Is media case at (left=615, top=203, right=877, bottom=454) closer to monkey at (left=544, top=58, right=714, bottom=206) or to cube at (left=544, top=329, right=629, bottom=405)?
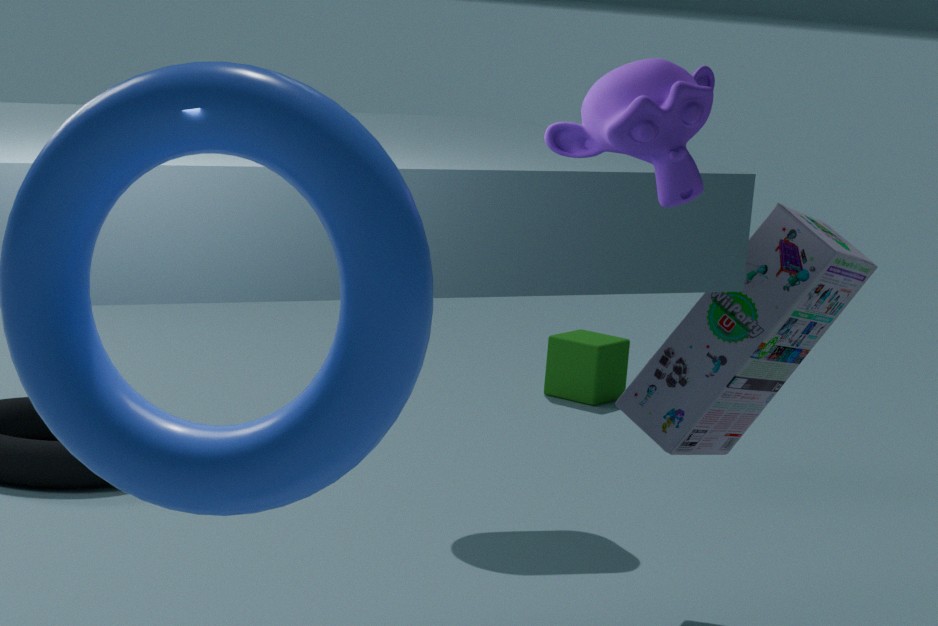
monkey at (left=544, top=58, right=714, bottom=206)
